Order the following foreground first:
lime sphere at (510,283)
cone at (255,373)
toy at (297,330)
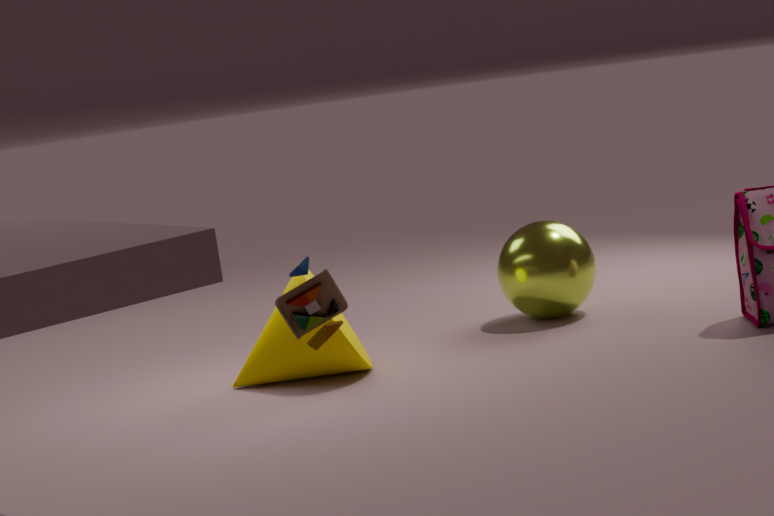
toy at (297,330) → cone at (255,373) → lime sphere at (510,283)
